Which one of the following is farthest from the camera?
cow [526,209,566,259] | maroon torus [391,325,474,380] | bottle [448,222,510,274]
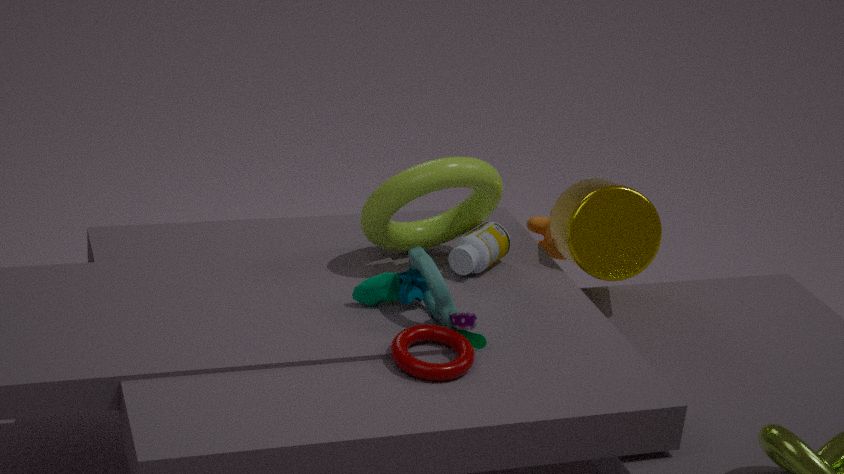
cow [526,209,566,259]
